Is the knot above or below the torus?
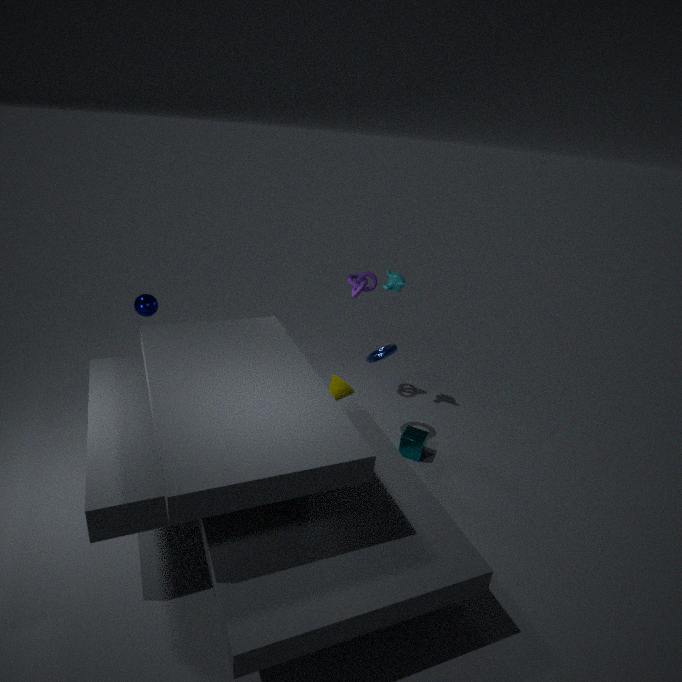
above
